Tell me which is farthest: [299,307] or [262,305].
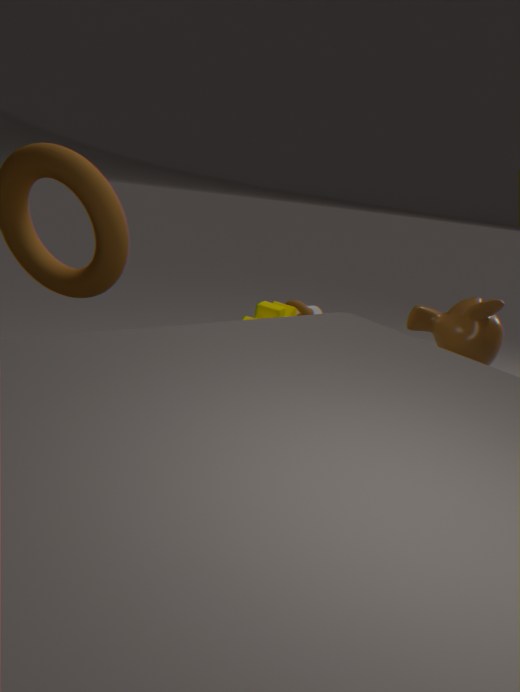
[299,307]
